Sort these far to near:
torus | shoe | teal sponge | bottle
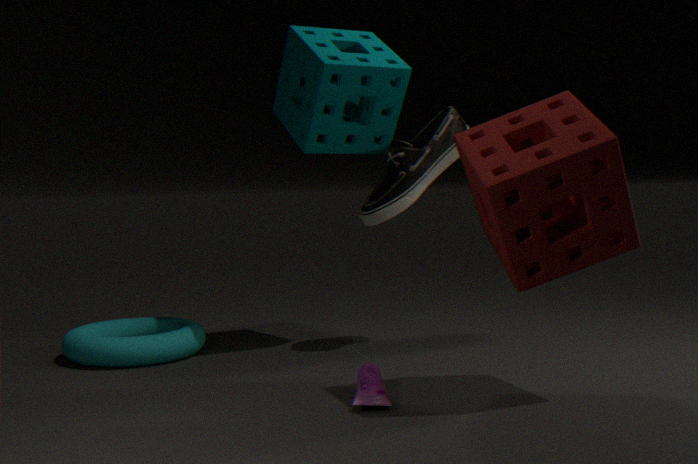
1. shoe
2. teal sponge
3. torus
4. bottle
